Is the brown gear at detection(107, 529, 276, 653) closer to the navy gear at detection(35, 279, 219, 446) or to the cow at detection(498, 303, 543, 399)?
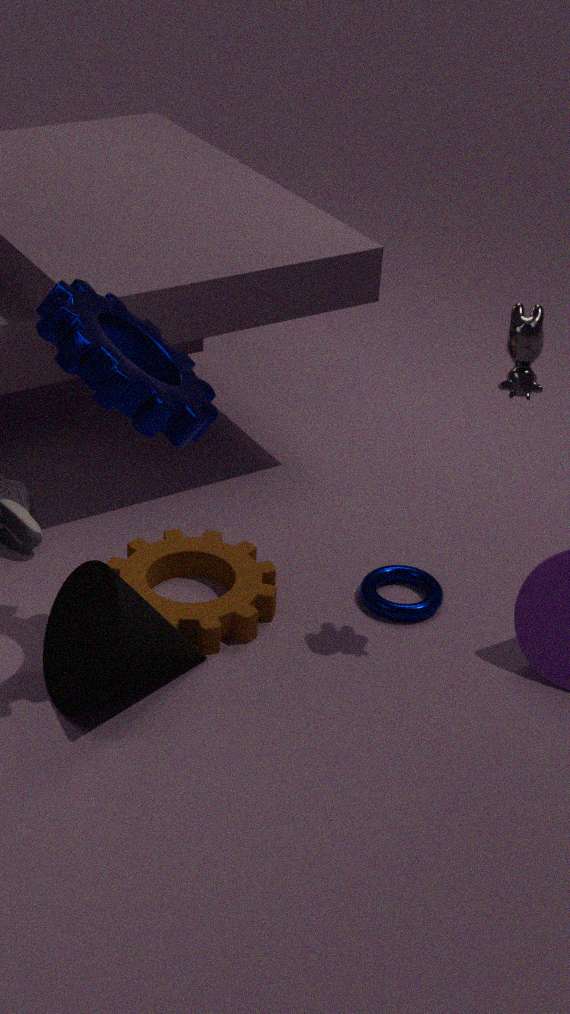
the navy gear at detection(35, 279, 219, 446)
